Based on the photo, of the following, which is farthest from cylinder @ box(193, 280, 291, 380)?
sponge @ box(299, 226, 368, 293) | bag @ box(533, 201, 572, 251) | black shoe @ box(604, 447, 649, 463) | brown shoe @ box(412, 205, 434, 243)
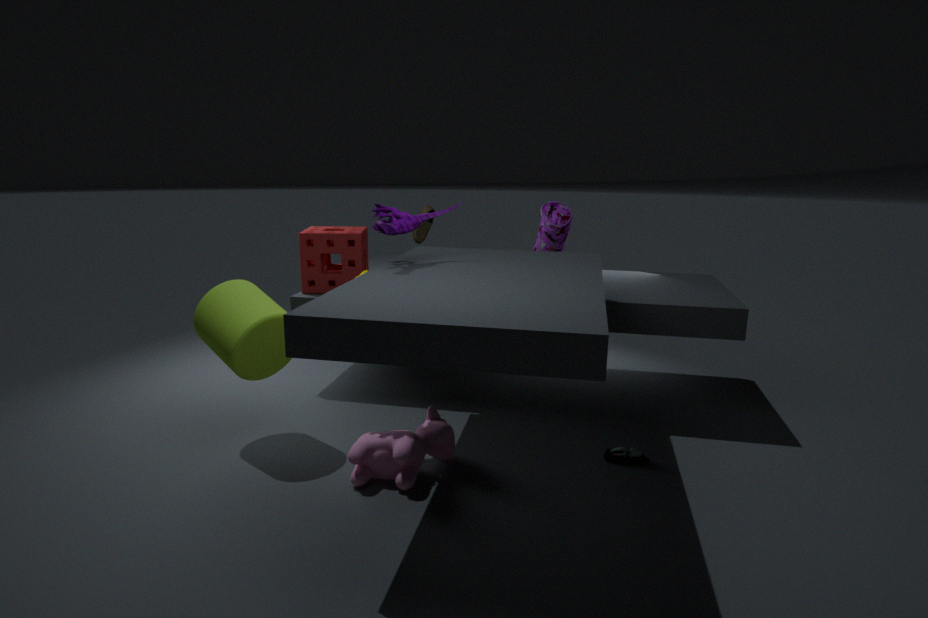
black shoe @ box(604, 447, 649, 463)
